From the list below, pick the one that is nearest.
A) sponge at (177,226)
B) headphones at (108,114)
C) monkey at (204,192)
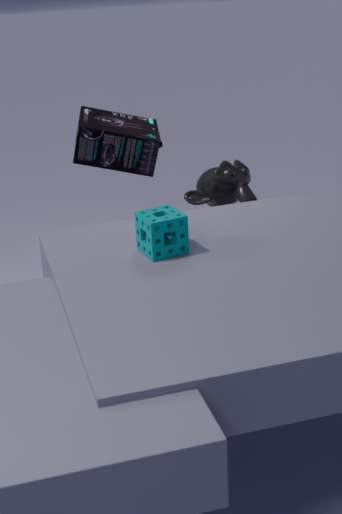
sponge at (177,226)
